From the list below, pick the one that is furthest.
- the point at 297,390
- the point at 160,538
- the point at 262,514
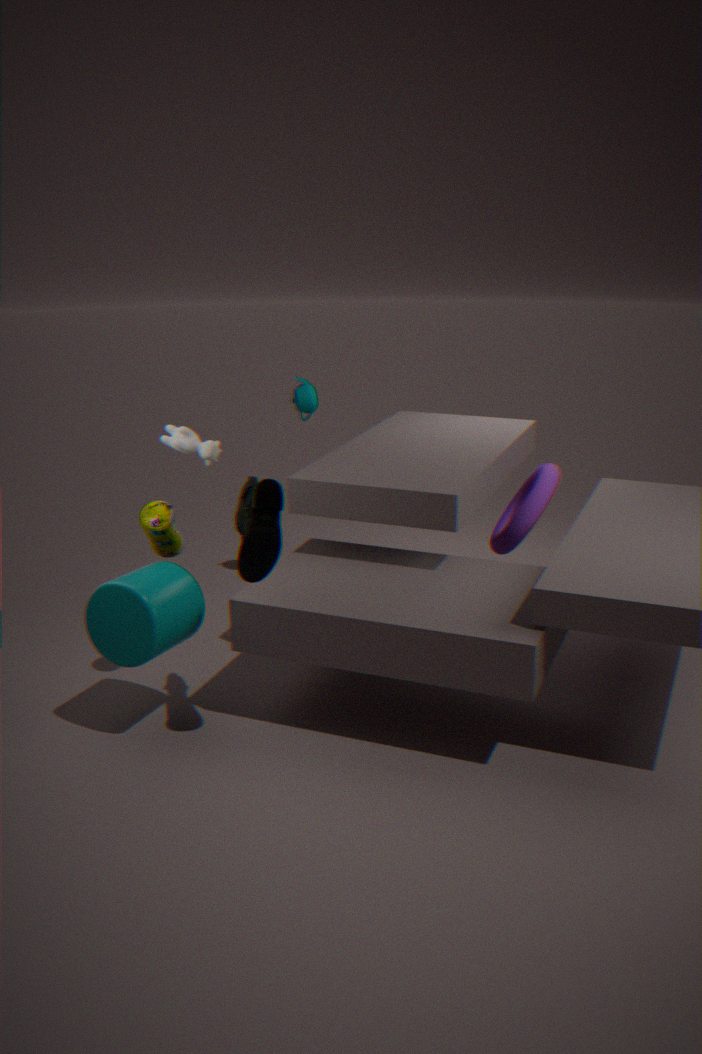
the point at 297,390
